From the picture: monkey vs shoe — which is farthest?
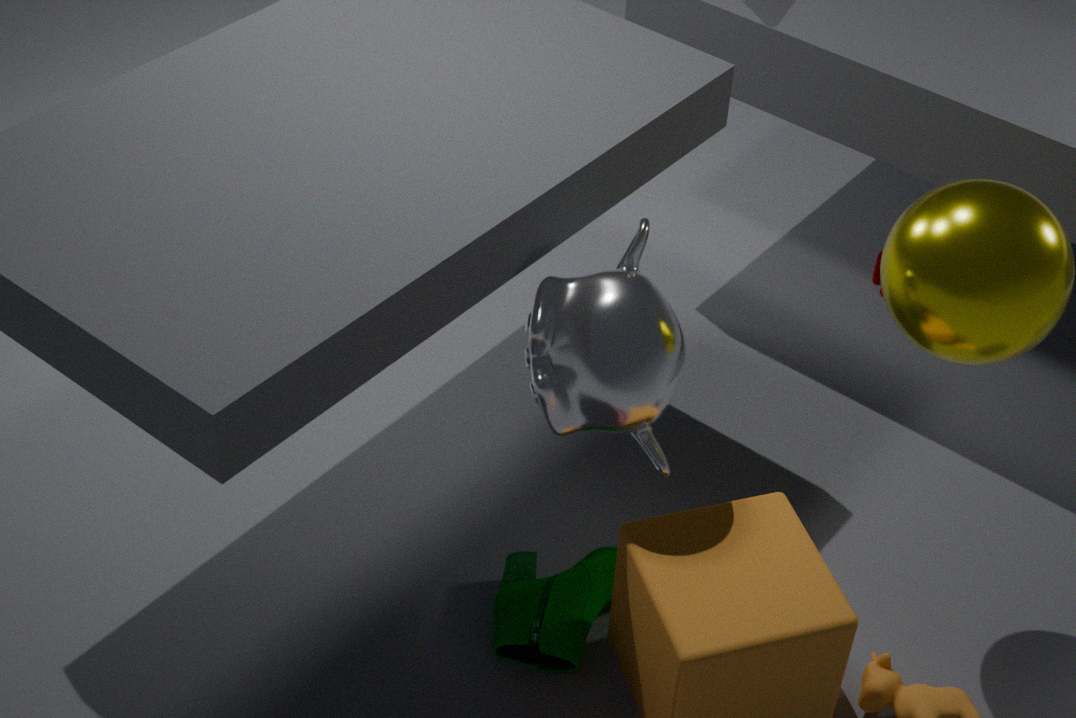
shoe
